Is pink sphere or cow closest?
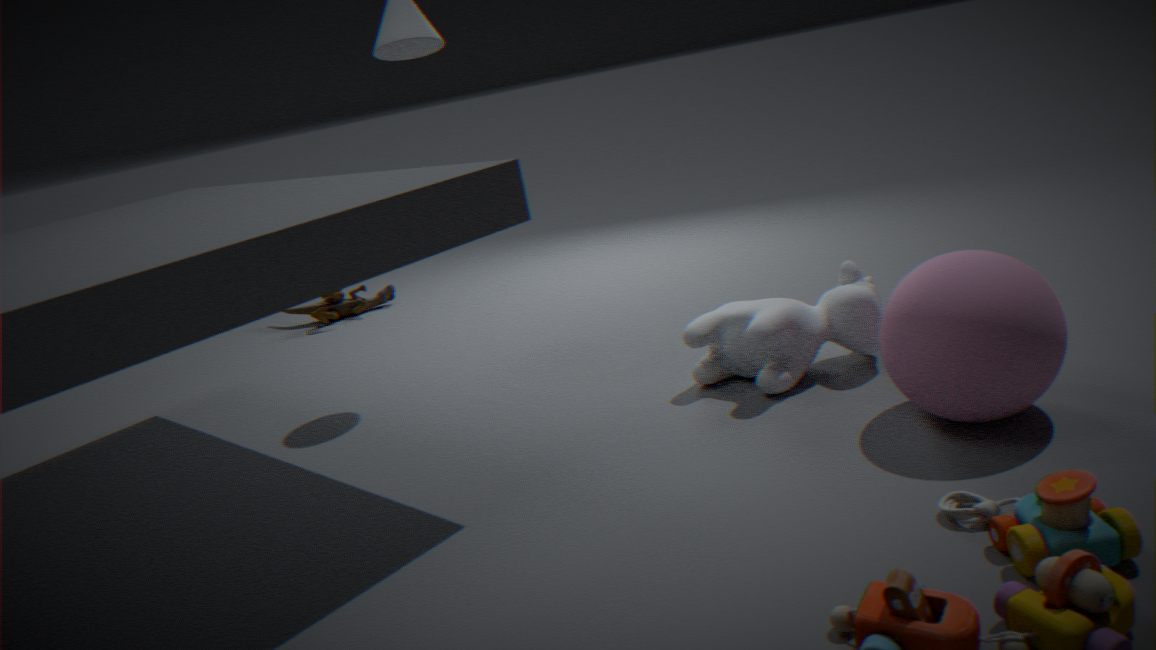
pink sphere
